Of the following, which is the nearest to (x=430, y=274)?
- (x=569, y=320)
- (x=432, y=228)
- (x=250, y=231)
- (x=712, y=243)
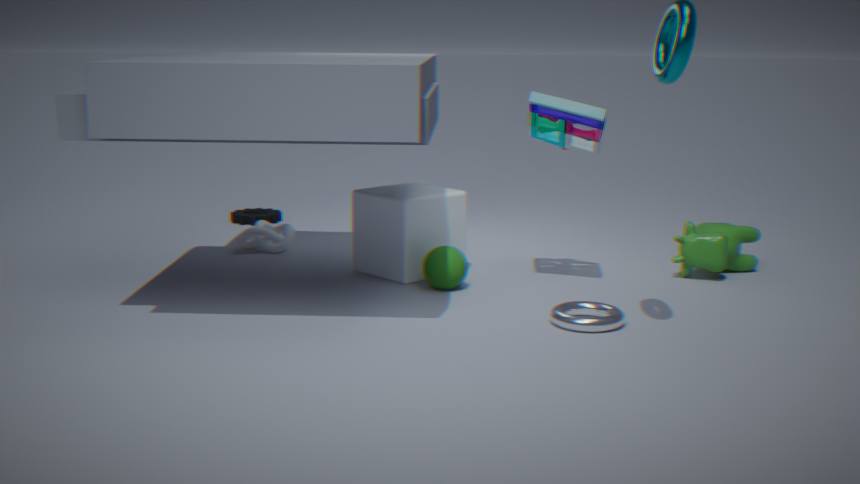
(x=432, y=228)
